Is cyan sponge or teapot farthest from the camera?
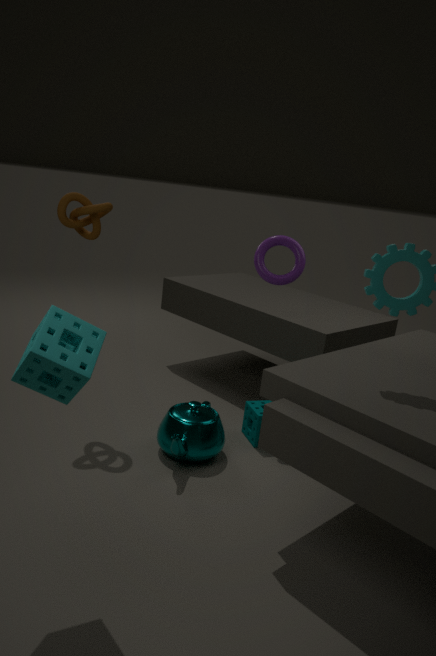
teapot
